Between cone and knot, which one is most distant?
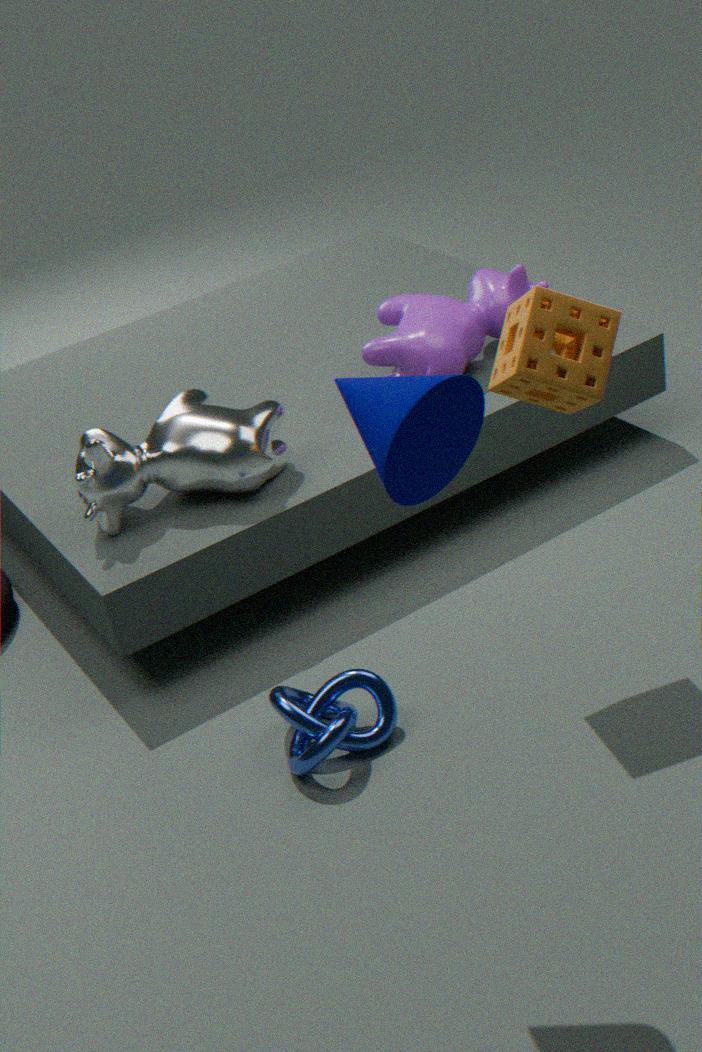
knot
